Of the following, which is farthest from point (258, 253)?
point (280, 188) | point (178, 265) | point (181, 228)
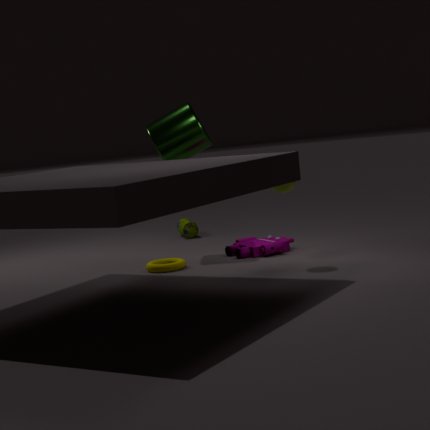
point (181, 228)
